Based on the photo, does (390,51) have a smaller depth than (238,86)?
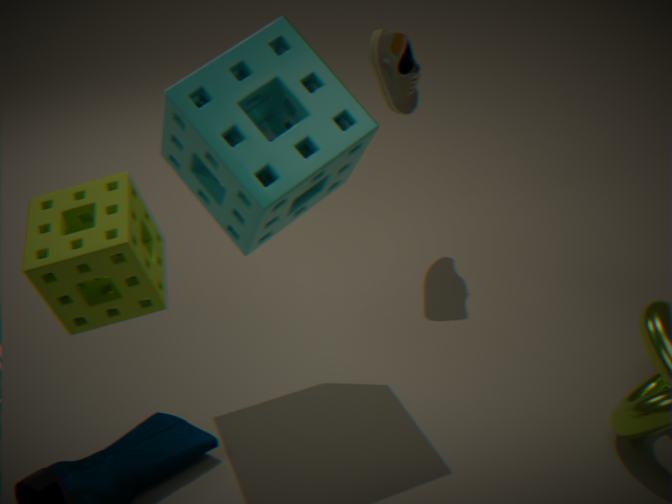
No
